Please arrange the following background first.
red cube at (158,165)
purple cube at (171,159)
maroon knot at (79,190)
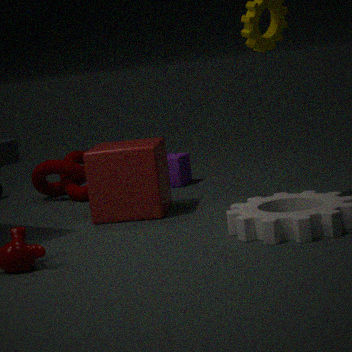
purple cube at (171,159), maroon knot at (79,190), red cube at (158,165)
